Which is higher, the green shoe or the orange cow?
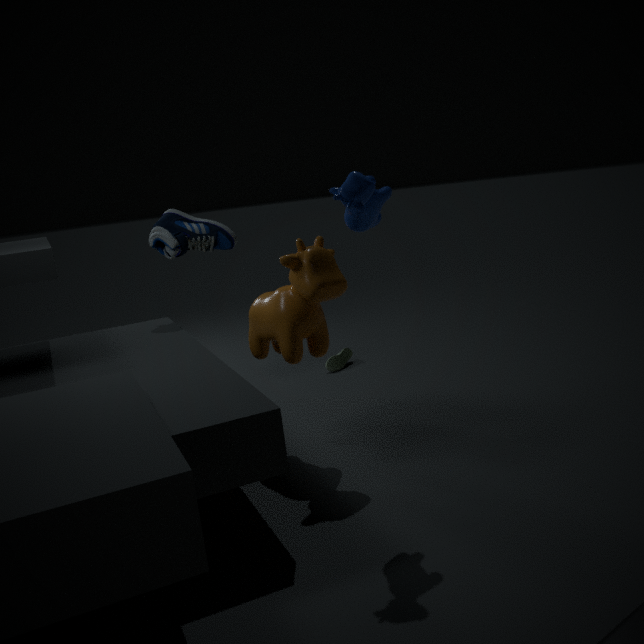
the orange cow
